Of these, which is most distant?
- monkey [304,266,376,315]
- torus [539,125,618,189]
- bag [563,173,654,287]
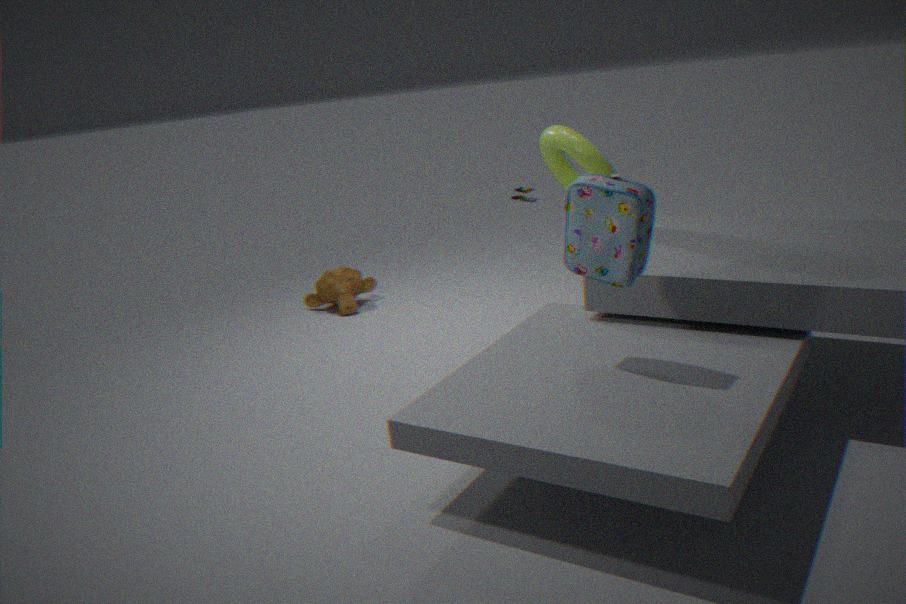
monkey [304,266,376,315]
